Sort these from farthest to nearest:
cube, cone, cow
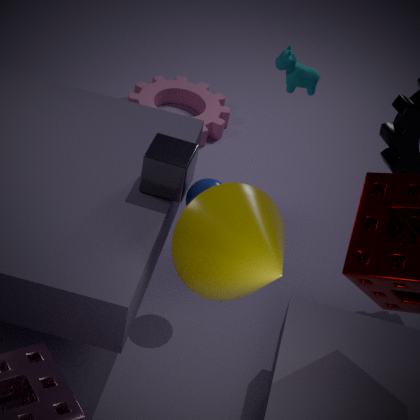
cow → cube → cone
